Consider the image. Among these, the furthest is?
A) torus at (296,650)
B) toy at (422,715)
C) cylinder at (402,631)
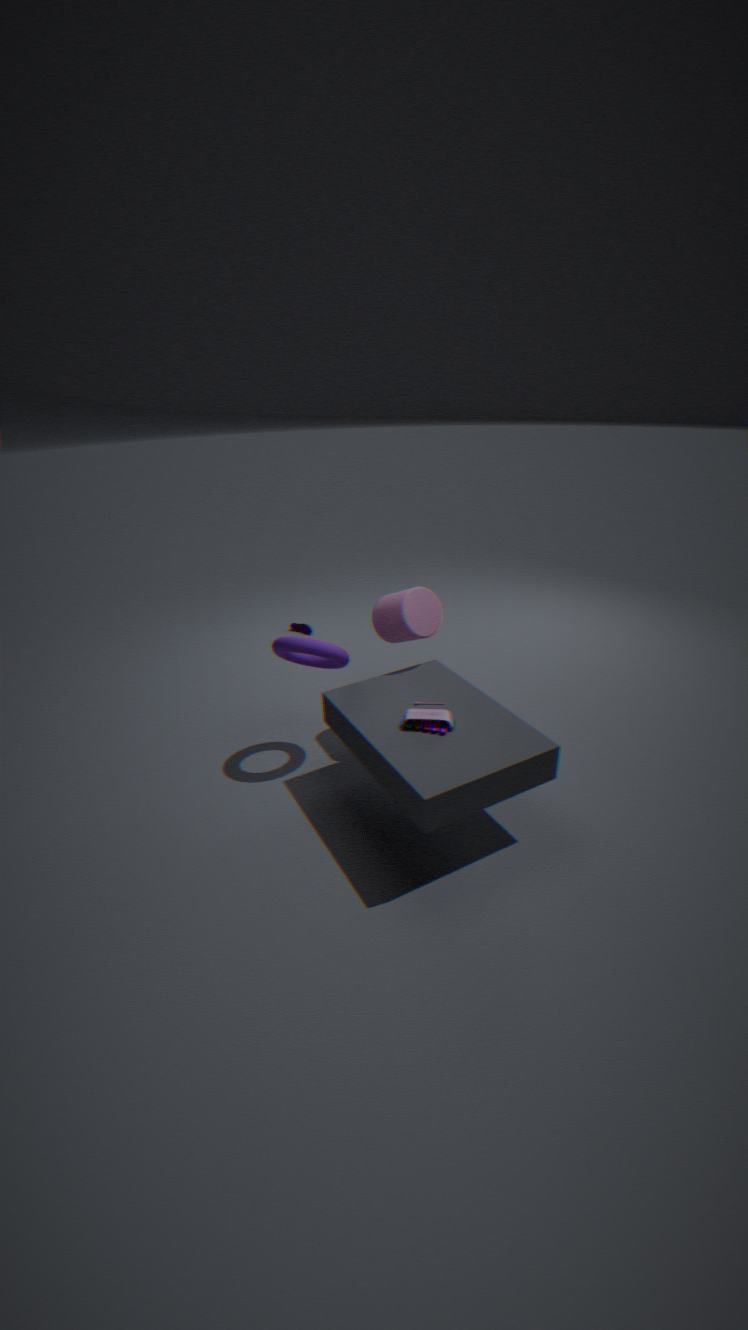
cylinder at (402,631)
